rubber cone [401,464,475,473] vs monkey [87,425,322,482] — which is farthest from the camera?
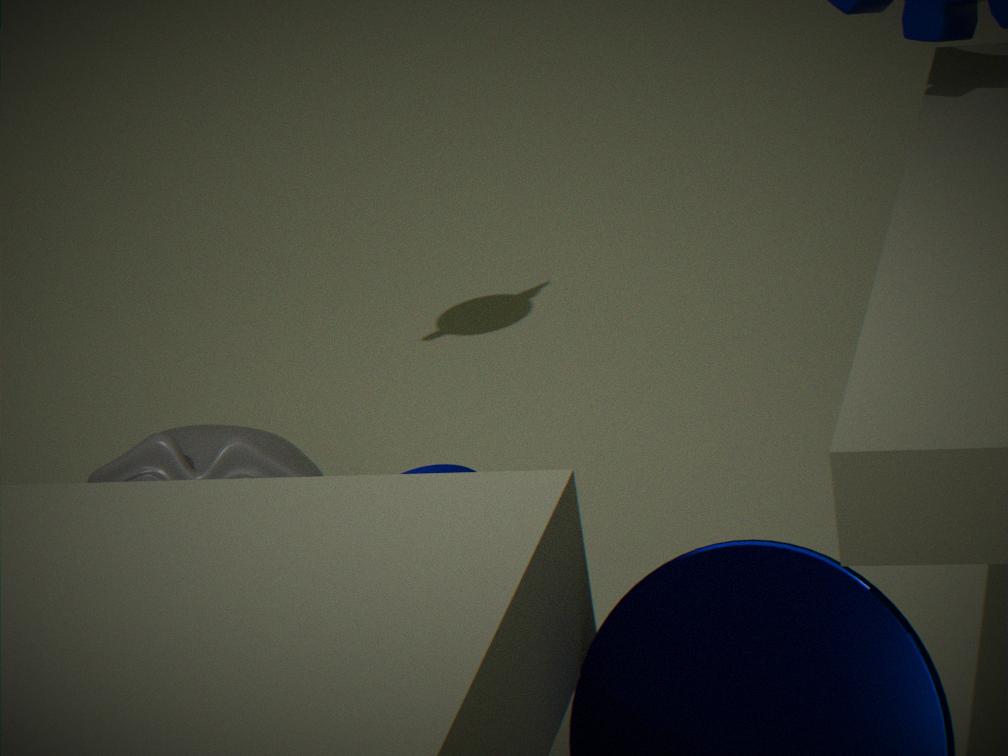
rubber cone [401,464,475,473]
